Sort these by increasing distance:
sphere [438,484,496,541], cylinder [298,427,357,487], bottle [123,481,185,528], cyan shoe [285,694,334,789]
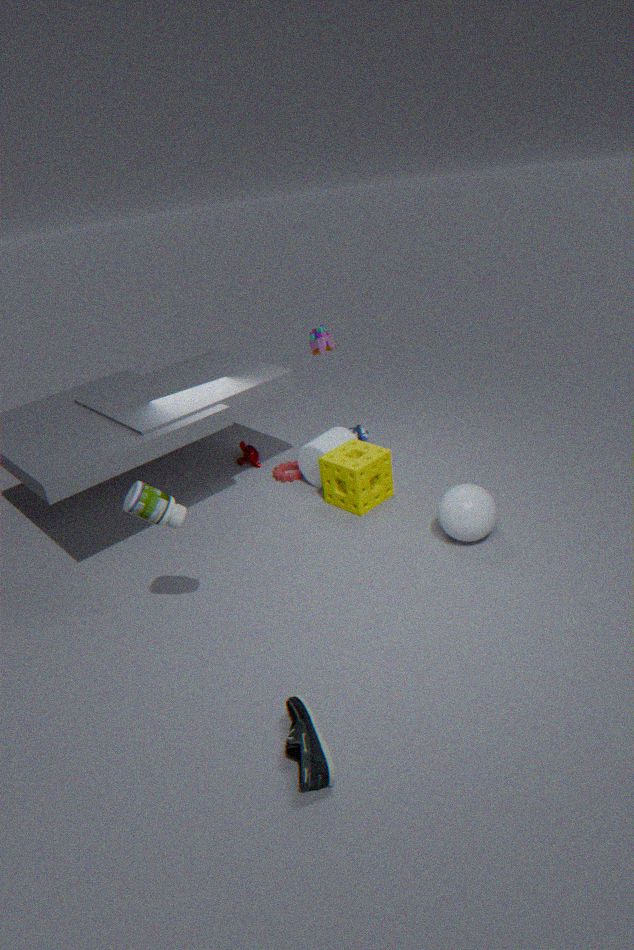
cyan shoe [285,694,334,789] < bottle [123,481,185,528] < sphere [438,484,496,541] < cylinder [298,427,357,487]
